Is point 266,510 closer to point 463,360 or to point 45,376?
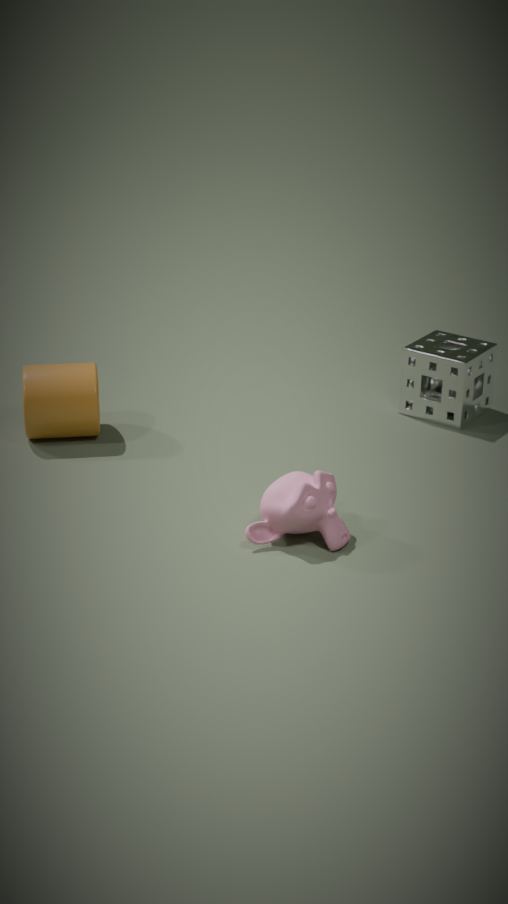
point 45,376
